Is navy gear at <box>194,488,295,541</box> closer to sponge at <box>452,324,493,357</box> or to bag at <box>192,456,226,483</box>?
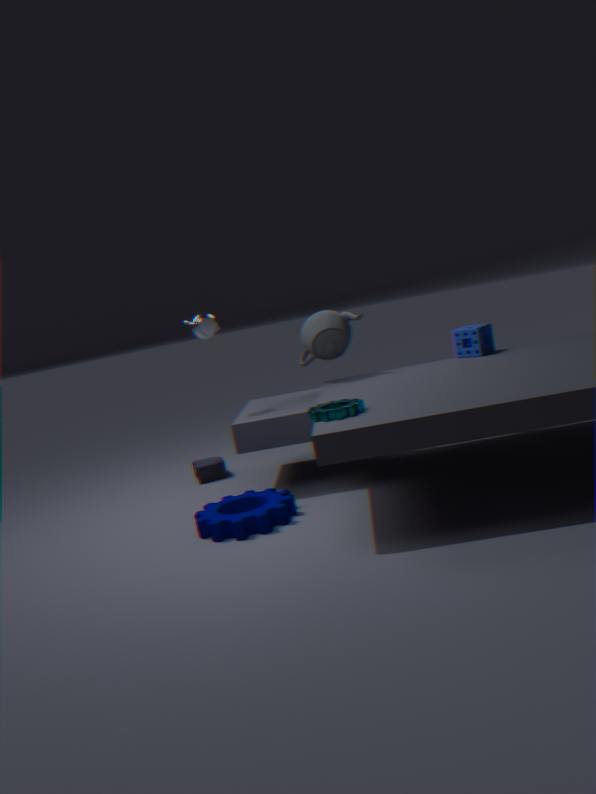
bag at <box>192,456,226,483</box>
